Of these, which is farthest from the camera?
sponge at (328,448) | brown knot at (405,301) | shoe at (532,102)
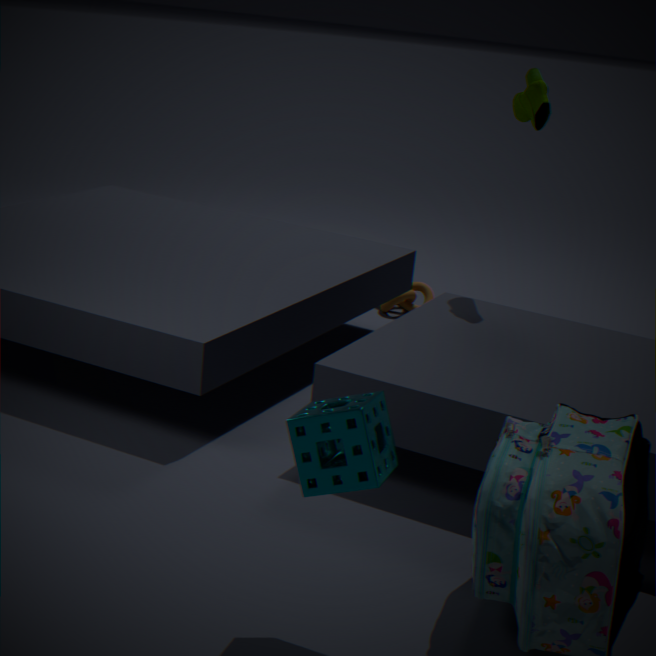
brown knot at (405,301)
